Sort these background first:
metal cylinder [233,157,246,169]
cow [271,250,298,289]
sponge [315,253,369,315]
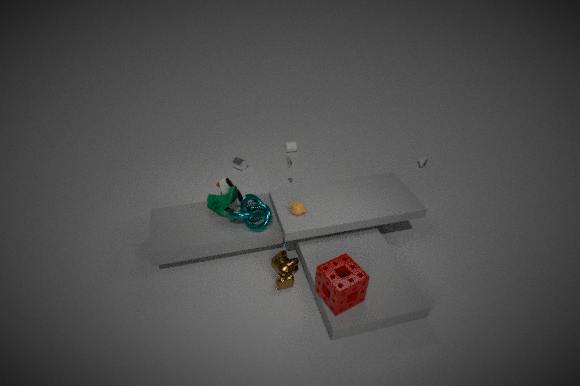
metal cylinder [233,157,246,169] → cow [271,250,298,289] → sponge [315,253,369,315]
